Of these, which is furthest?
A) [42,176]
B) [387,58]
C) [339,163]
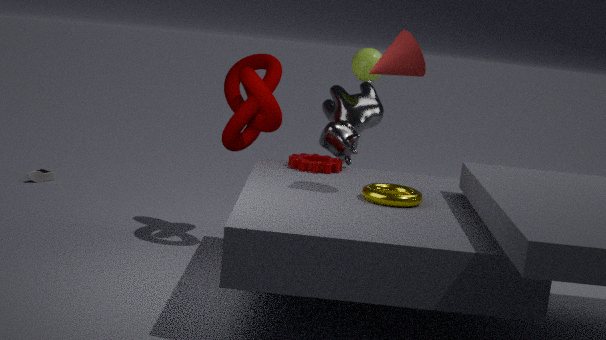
[42,176]
